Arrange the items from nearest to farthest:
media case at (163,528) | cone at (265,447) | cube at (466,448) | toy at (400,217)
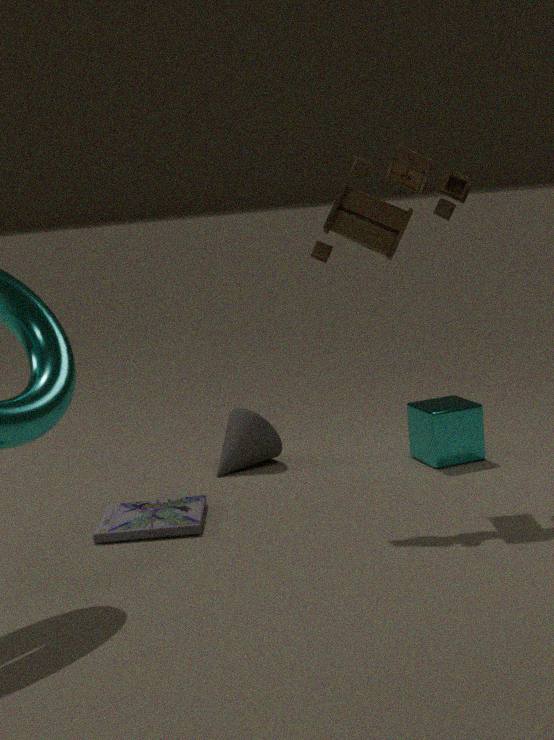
media case at (163,528) → toy at (400,217) → cube at (466,448) → cone at (265,447)
